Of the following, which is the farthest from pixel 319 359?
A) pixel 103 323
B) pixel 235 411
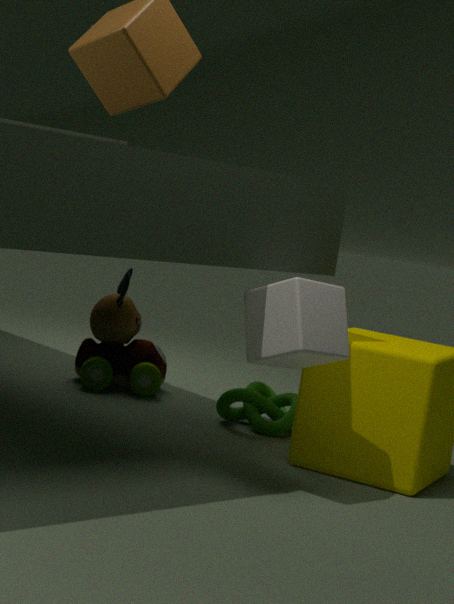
pixel 103 323
